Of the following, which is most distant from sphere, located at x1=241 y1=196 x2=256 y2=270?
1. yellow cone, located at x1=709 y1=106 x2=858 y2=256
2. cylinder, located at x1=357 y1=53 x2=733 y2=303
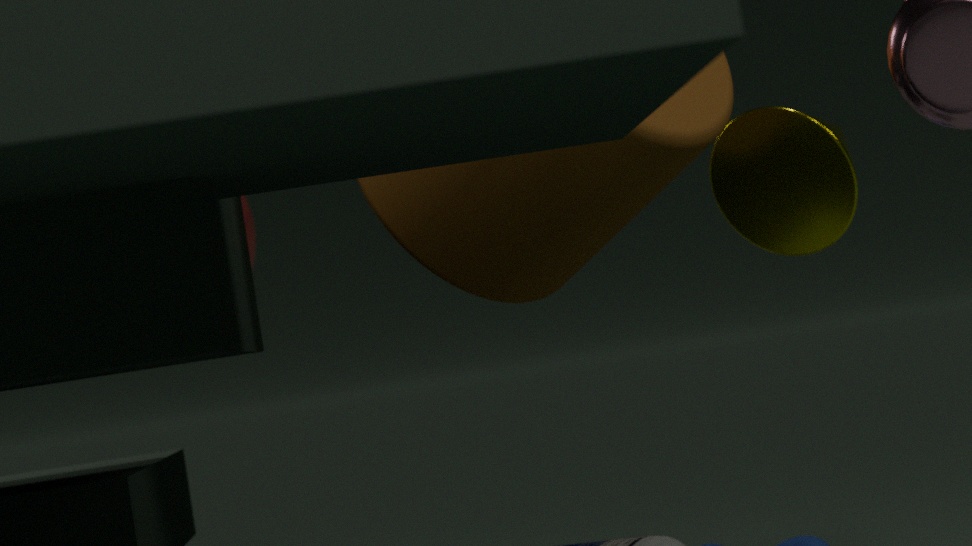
yellow cone, located at x1=709 y1=106 x2=858 y2=256
